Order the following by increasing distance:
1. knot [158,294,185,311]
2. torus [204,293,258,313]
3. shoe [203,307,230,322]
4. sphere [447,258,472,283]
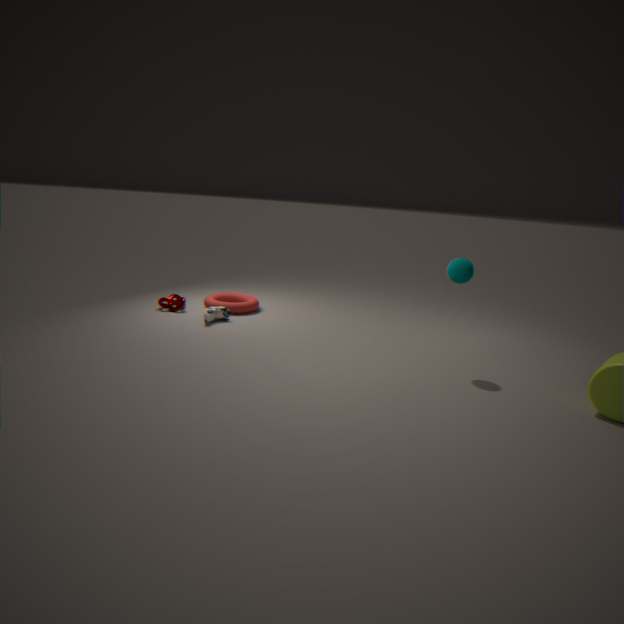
sphere [447,258,472,283]
shoe [203,307,230,322]
knot [158,294,185,311]
torus [204,293,258,313]
